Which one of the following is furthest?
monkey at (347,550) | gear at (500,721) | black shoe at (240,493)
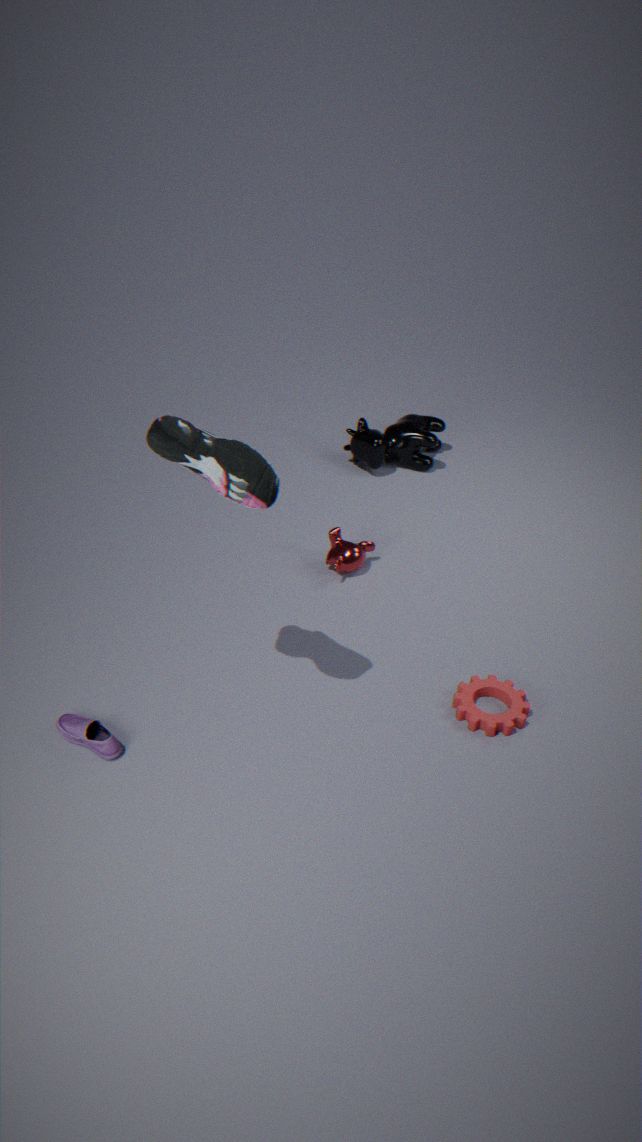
monkey at (347,550)
